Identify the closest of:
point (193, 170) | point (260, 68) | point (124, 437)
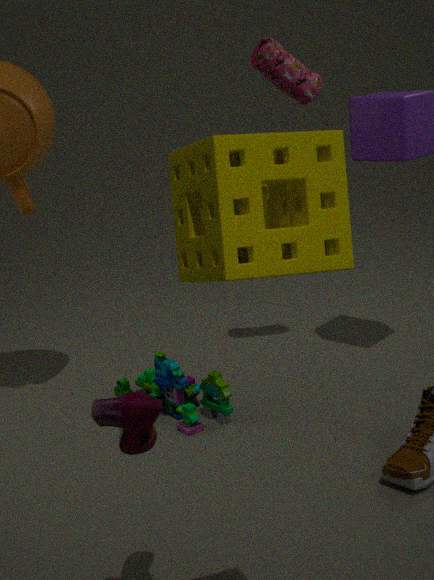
point (193, 170)
